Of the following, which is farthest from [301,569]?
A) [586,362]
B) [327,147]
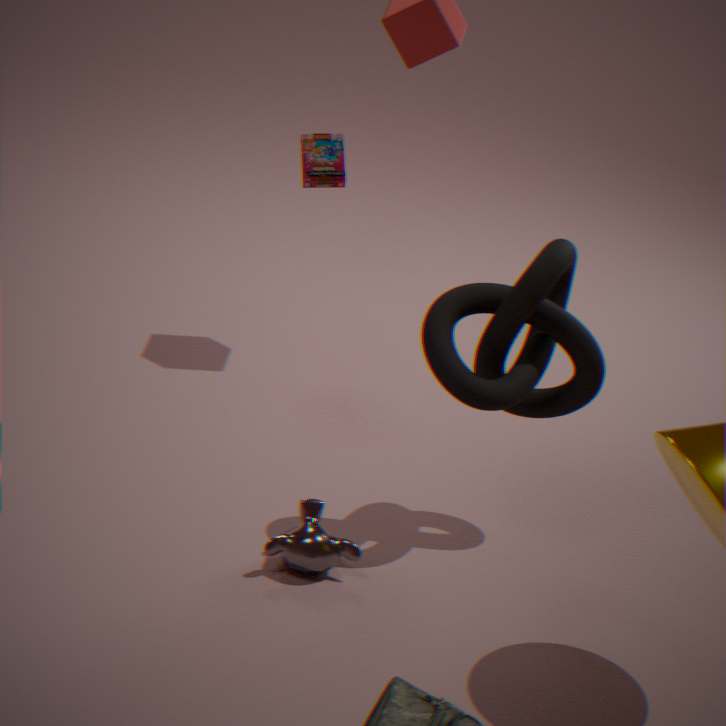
[327,147]
